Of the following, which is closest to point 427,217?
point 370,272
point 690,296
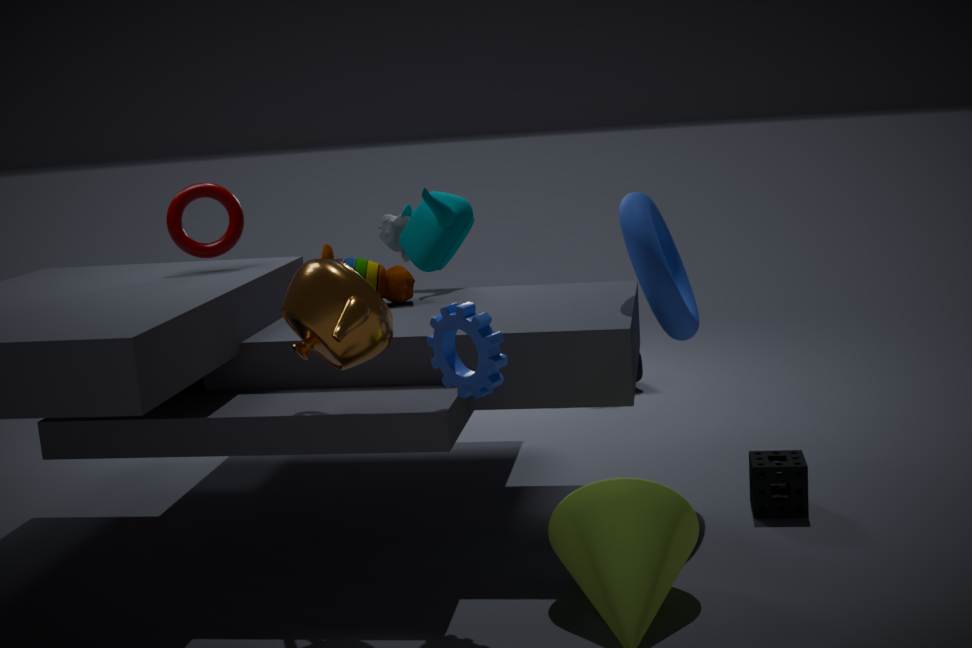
point 370,272
